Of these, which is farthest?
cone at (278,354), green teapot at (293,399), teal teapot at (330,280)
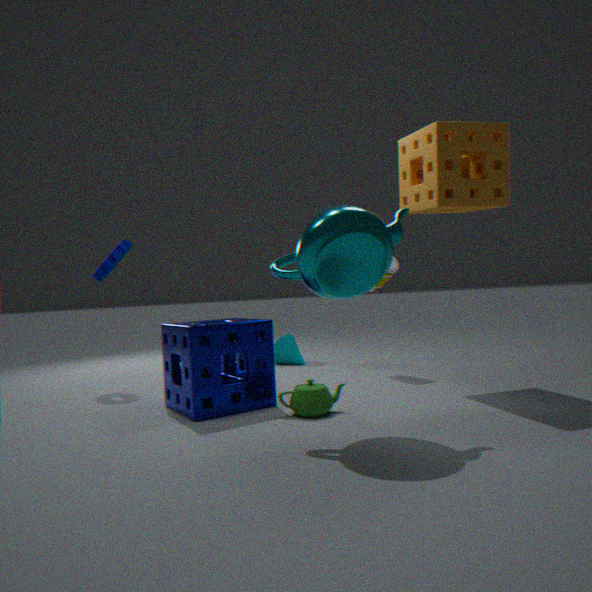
cone at (278,354)
